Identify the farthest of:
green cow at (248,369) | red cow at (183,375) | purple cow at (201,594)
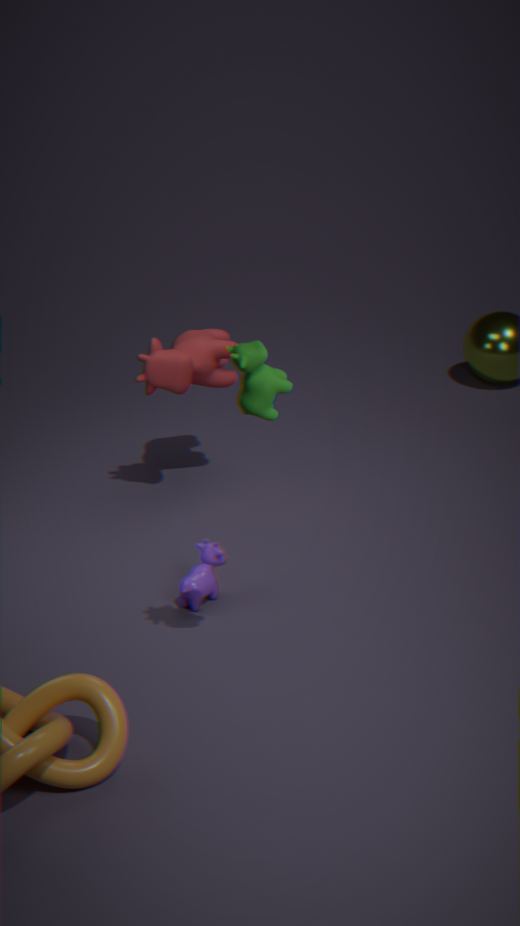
red cow at (183,375)
